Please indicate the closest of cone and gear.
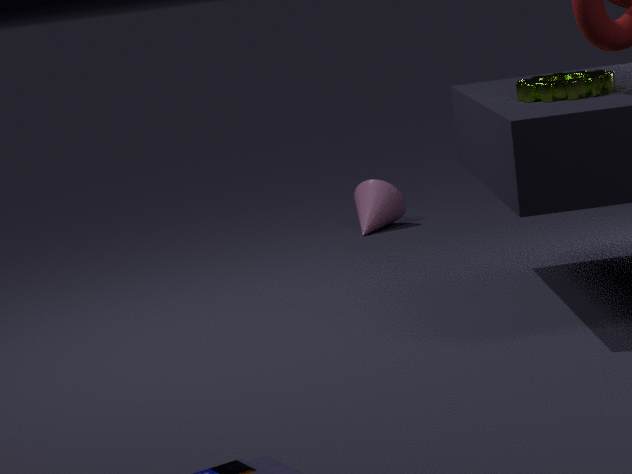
gear
